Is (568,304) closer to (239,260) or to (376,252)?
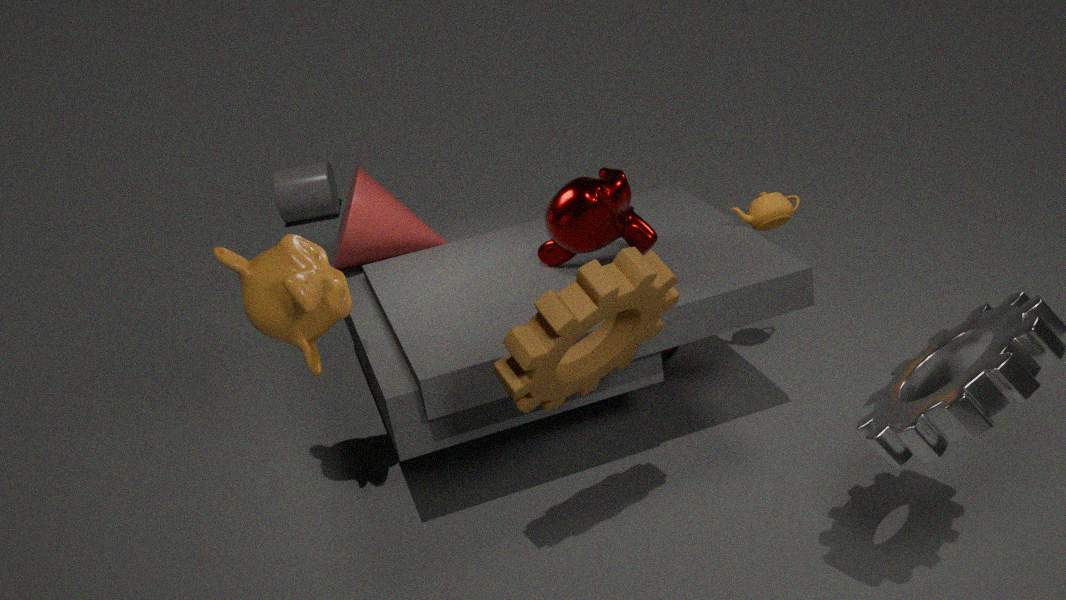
(239,260)
